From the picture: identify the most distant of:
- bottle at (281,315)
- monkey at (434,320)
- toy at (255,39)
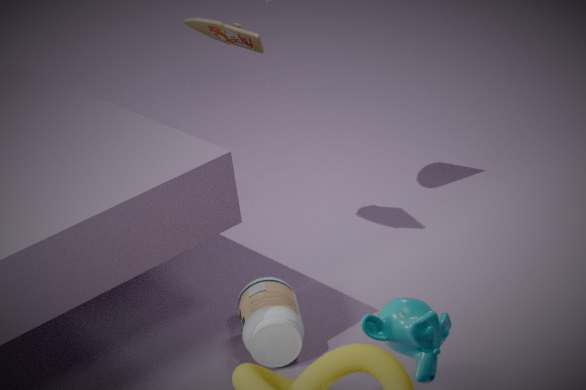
toy at (255,39)
